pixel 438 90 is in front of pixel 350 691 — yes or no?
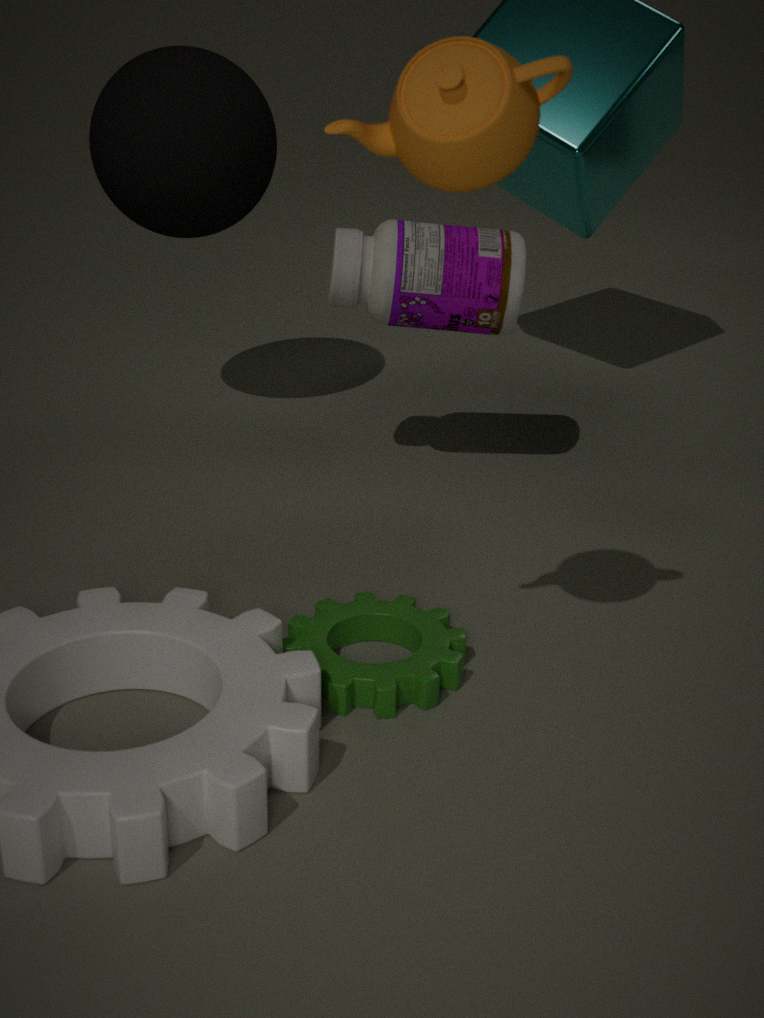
Yes
